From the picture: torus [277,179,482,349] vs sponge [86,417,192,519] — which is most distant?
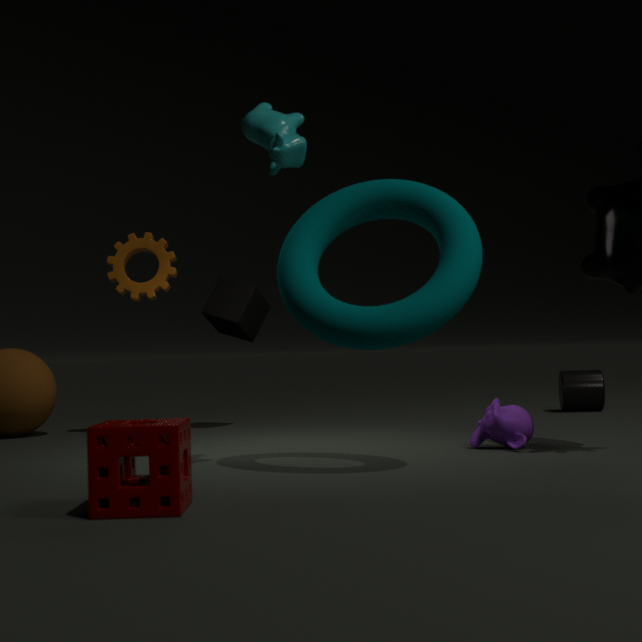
torus [277,179,482,349]
